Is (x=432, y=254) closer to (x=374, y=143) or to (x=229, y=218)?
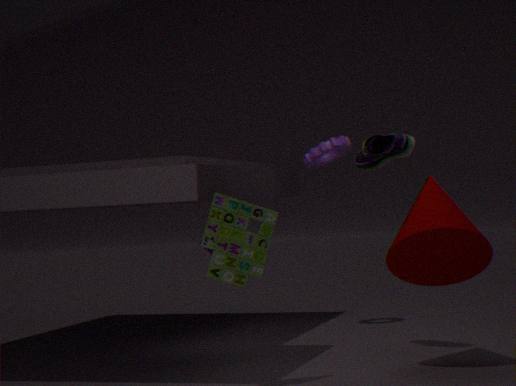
(x=374, y=143)
